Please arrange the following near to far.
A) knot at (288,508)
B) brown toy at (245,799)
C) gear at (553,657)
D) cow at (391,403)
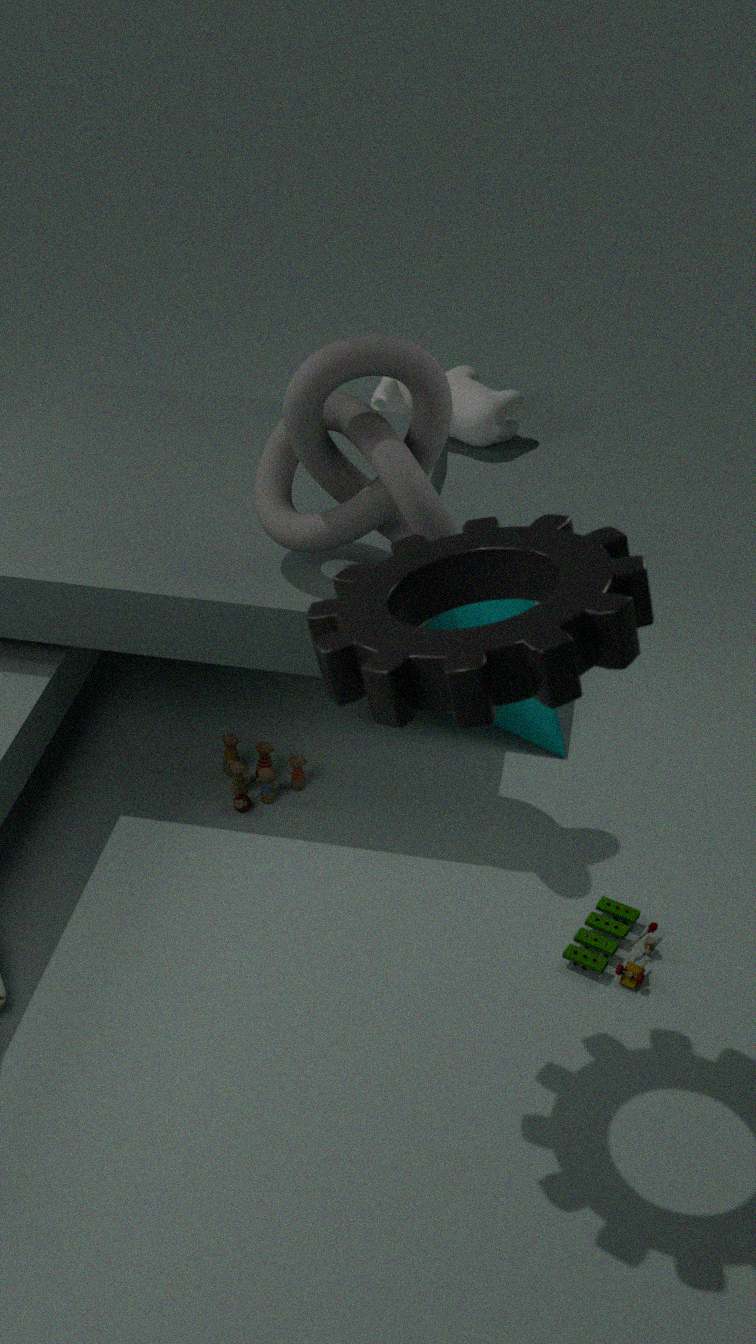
gear at (553,657) < knot at (288,508) < brown toy at (245,799) < cow at (391,403)
